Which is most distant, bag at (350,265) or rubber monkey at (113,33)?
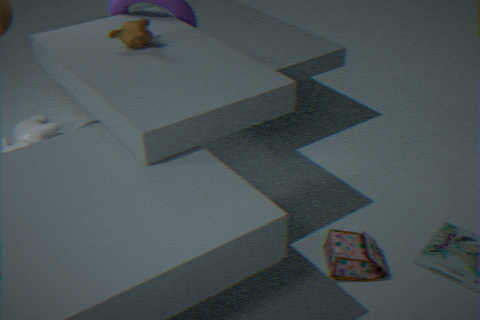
rubber monkey at (113,33)
